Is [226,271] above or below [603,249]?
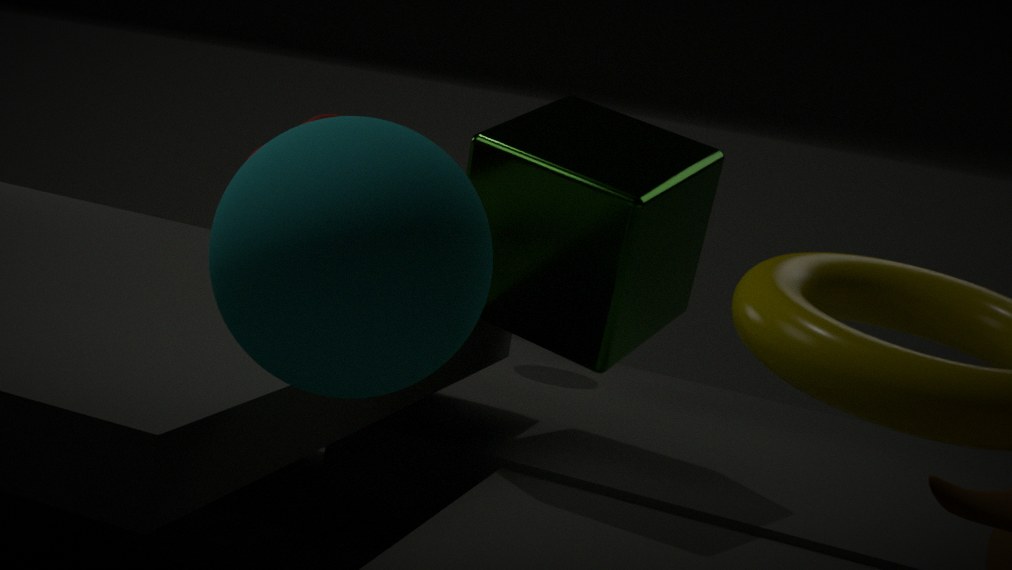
above
